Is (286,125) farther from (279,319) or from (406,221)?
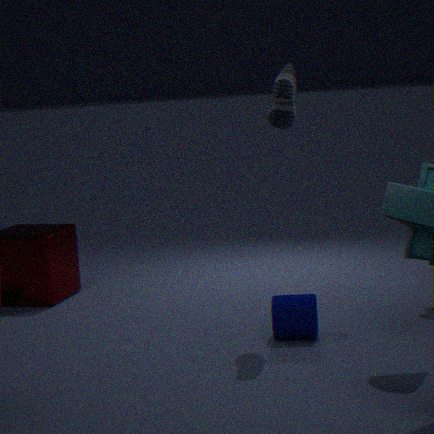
(279,319)
